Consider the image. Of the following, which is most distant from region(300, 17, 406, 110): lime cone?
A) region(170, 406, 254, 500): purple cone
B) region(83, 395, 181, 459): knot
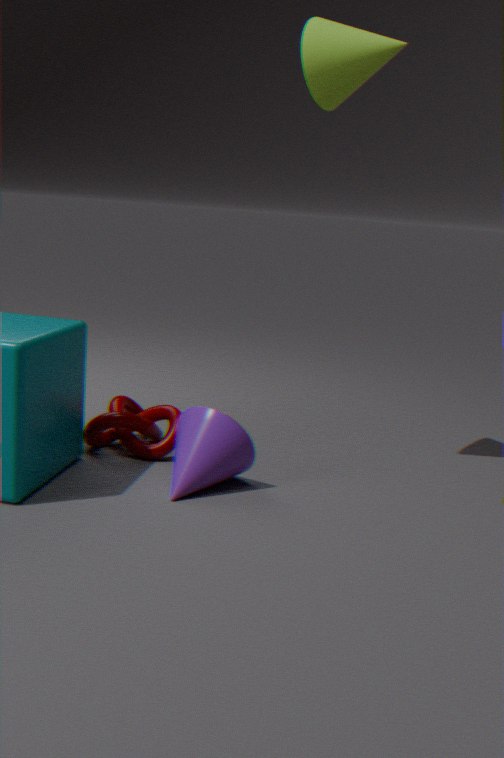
region(83, 395, 181, 459): knot
